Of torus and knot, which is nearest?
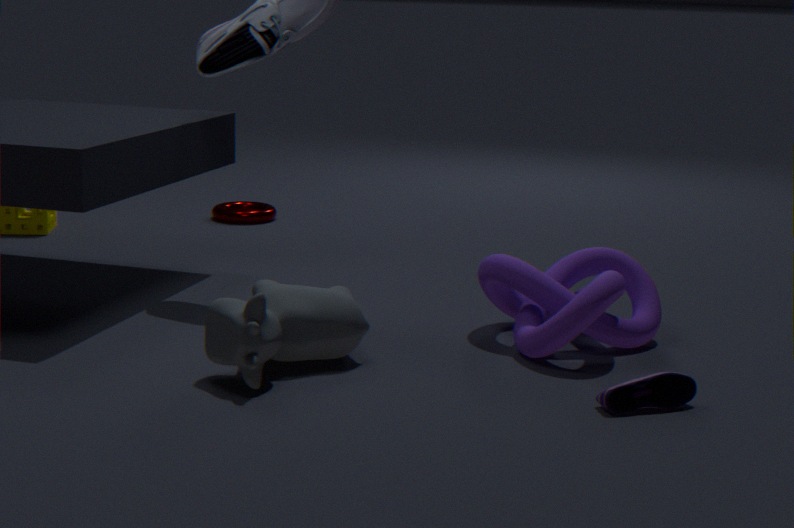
knot
